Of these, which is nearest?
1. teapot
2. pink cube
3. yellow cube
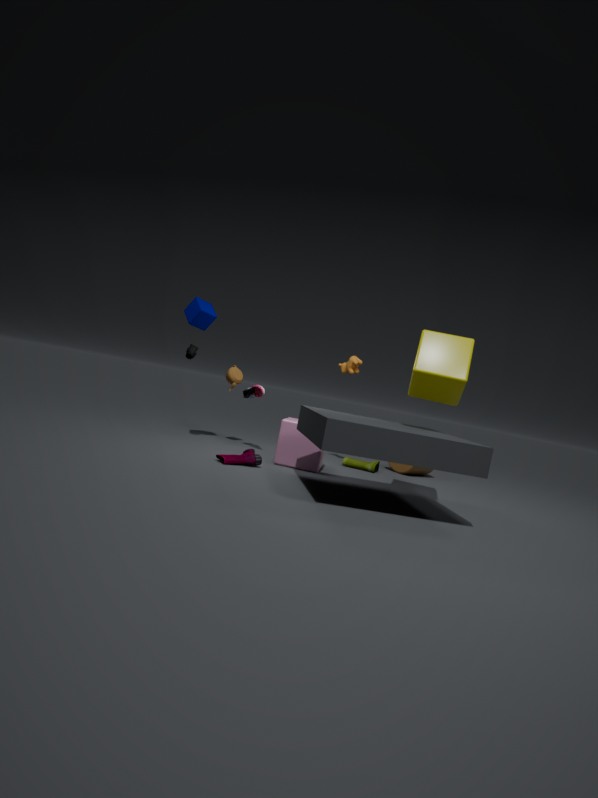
yellow cube
